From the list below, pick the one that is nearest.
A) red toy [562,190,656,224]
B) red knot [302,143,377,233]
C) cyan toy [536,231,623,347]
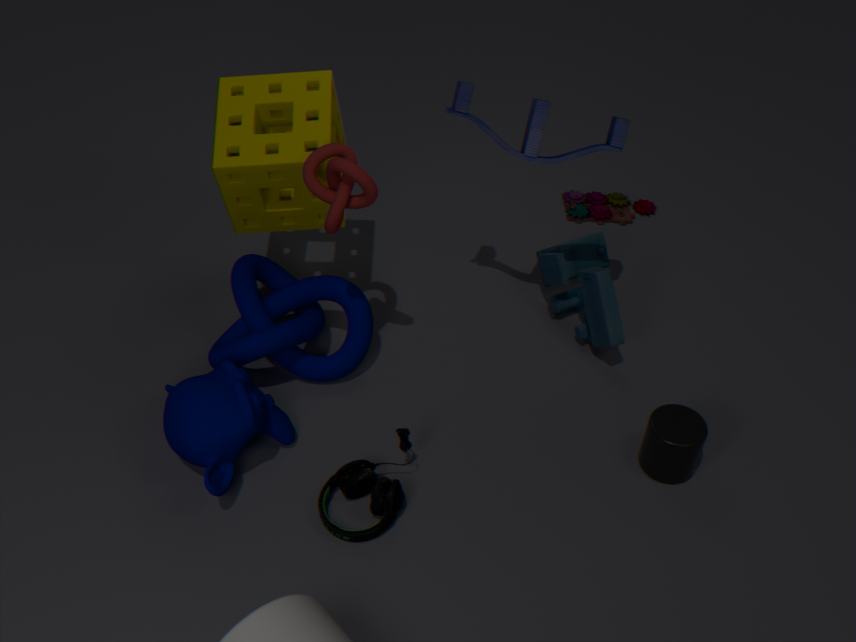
red knot [302,143,377,233]
